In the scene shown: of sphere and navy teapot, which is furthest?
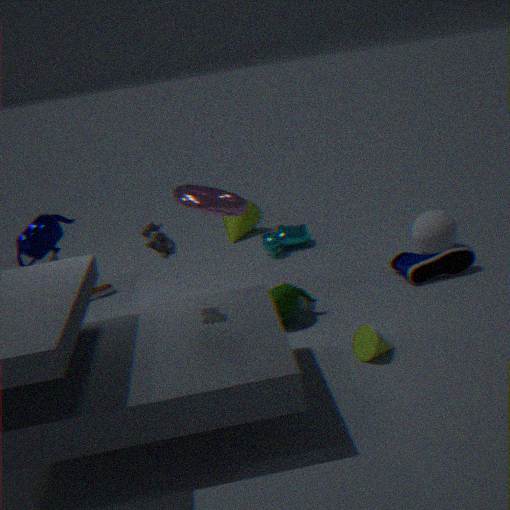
sphere
